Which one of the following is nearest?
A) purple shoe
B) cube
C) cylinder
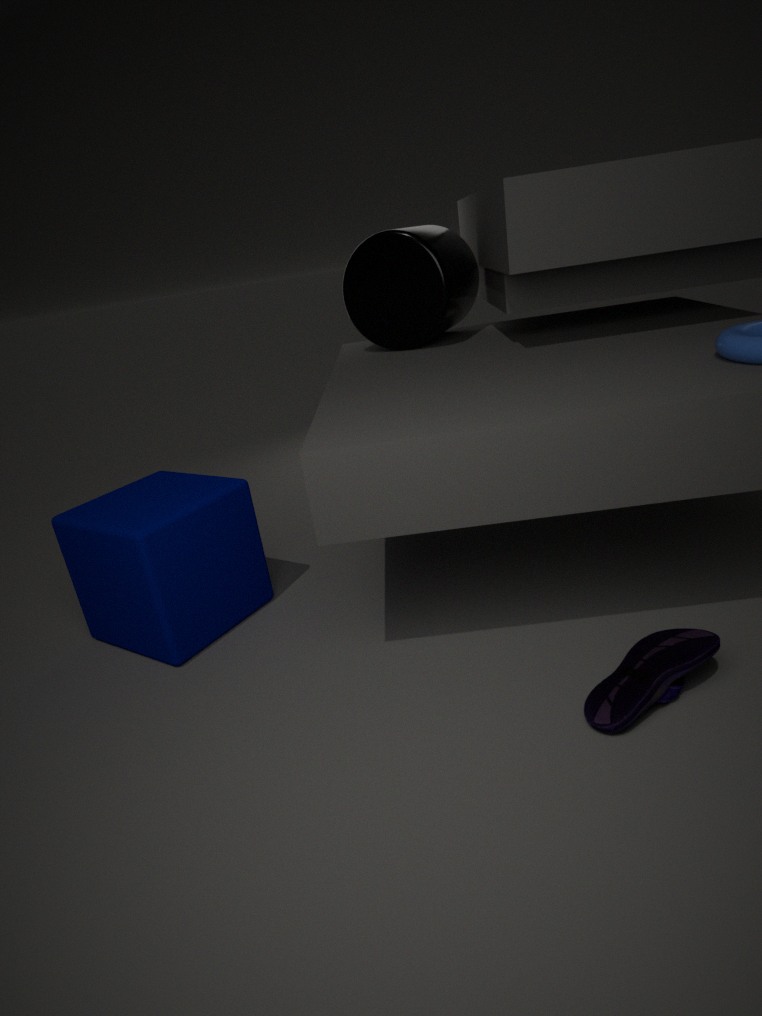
purple shoe
